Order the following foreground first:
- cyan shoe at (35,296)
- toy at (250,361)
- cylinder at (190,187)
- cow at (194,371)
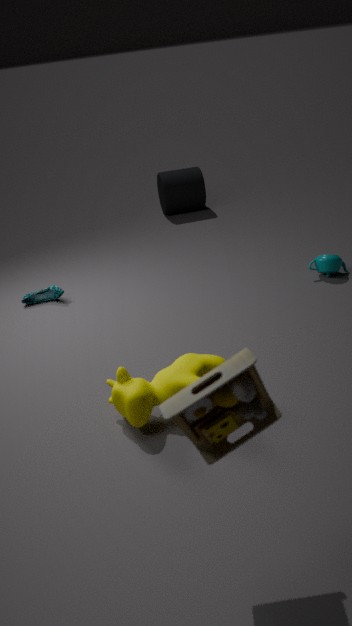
toy at (250,361) < cow at (194,371) < cyan shoe at (35,296) < cylinder at (190,187)
